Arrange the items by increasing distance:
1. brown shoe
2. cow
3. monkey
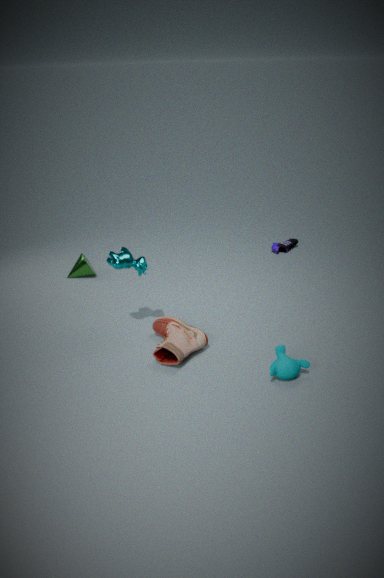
1. monkey
2. brown shoe
3. cow
